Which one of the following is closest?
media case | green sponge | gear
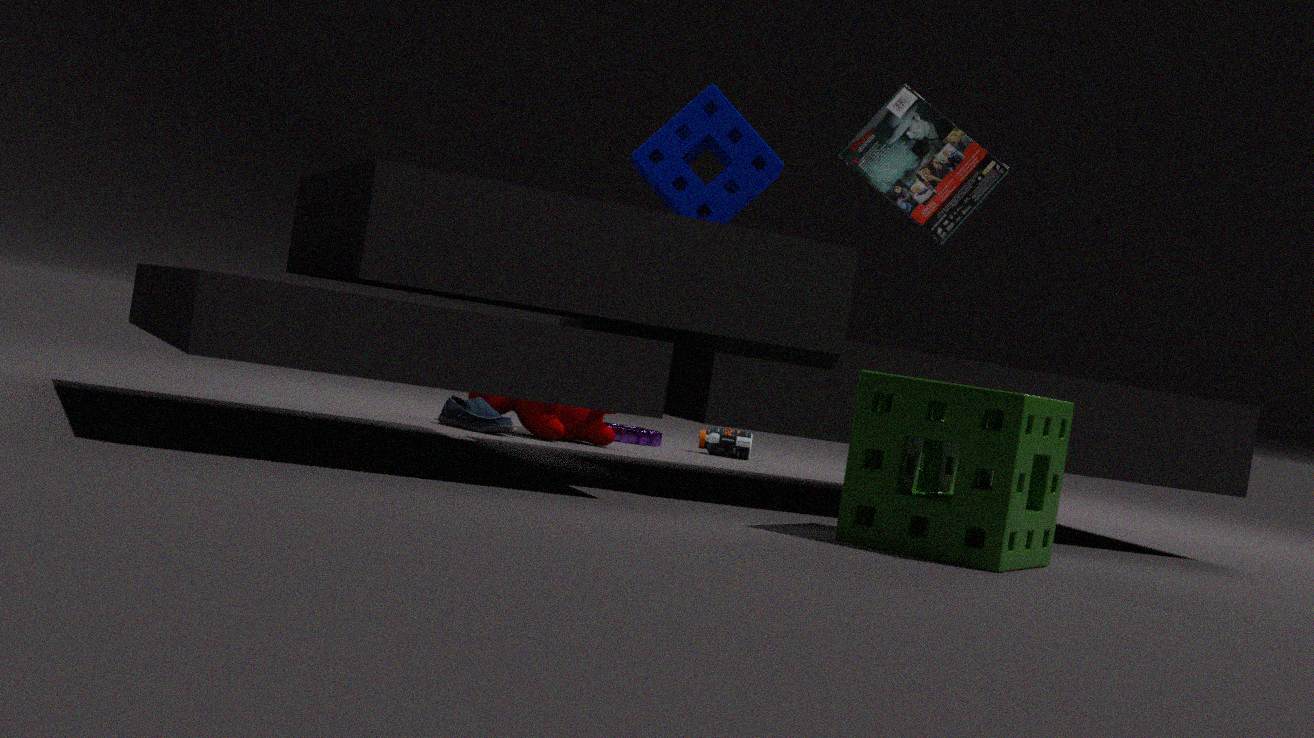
green sponge
